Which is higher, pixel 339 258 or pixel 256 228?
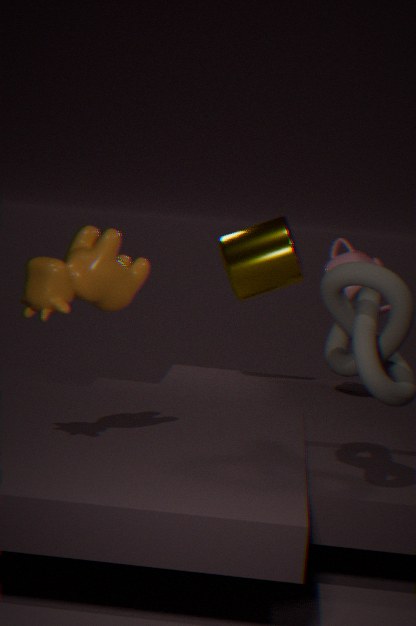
pixel 256 228
